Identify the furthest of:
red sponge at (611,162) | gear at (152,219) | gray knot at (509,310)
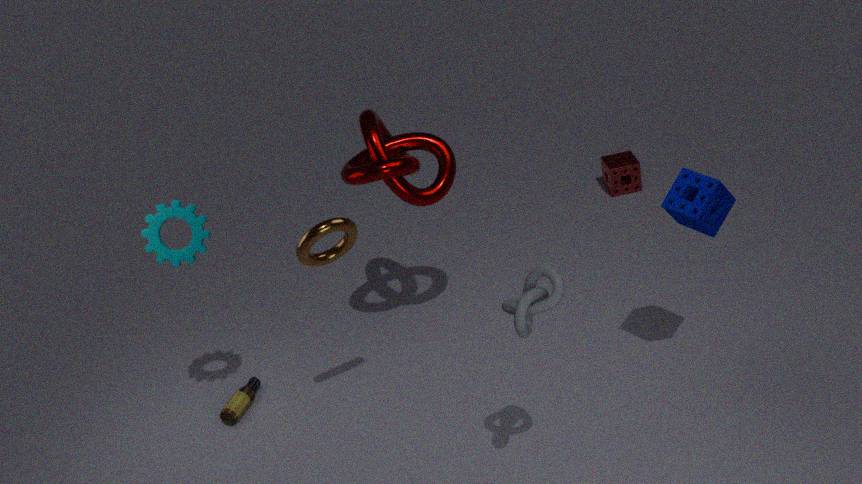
red sponge at (611,162)
